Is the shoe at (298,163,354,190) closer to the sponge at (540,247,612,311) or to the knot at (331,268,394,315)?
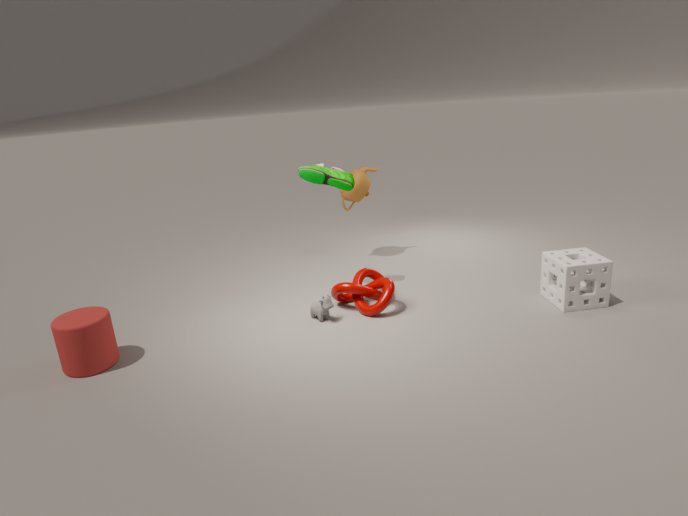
the knot at (331,268,394,315)
